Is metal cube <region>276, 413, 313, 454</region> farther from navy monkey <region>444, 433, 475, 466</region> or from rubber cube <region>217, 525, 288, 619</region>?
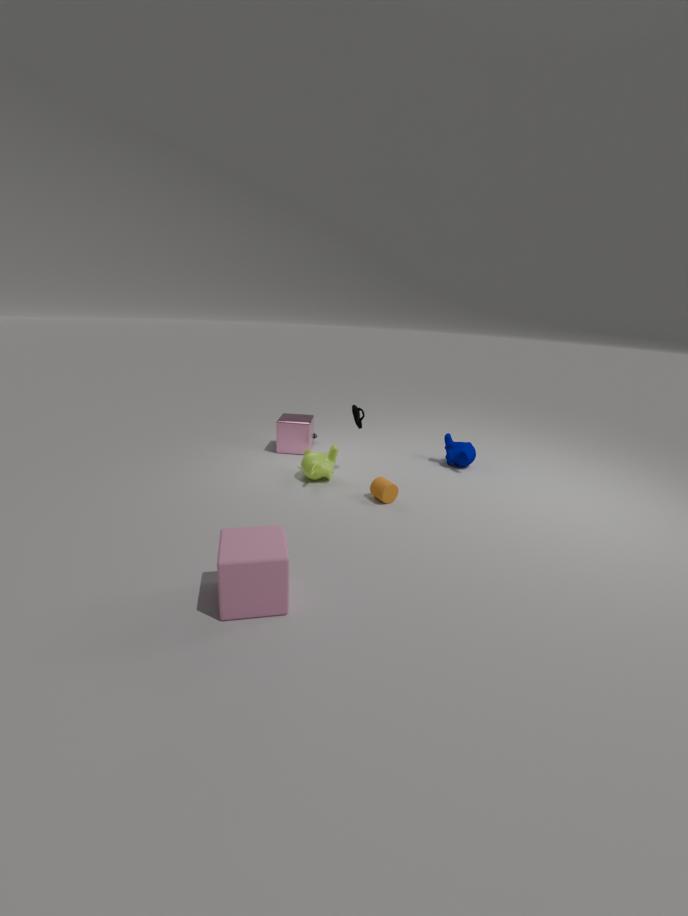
rubber cube <region>217, 525, 288, 619</region>
